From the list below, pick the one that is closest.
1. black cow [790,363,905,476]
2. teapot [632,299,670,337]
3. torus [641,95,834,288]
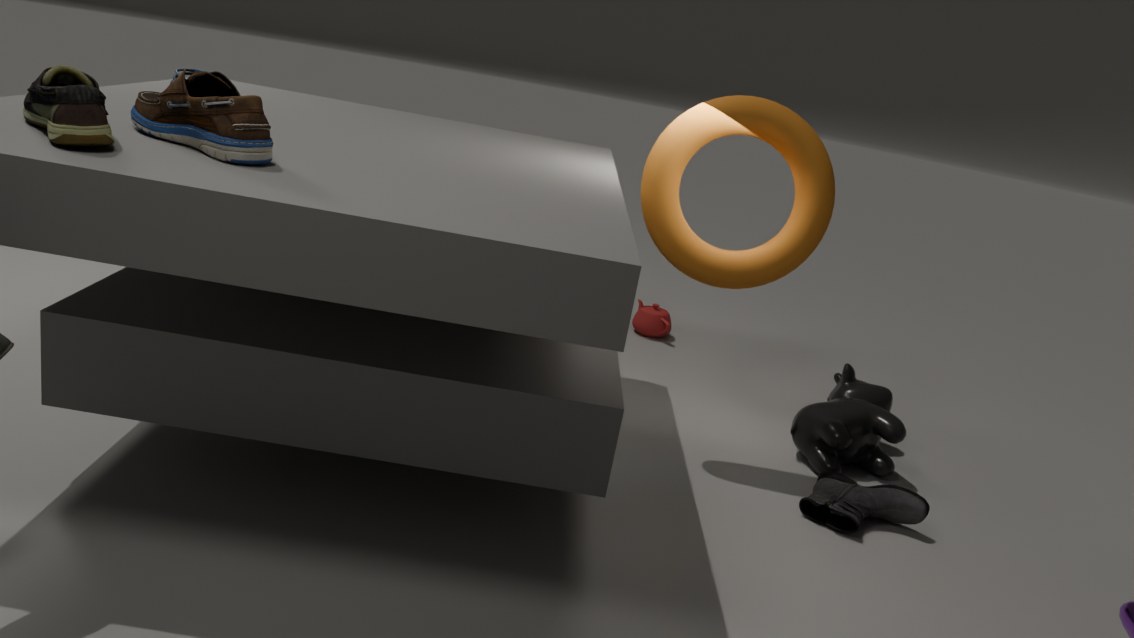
torus [641,95,834,288]
